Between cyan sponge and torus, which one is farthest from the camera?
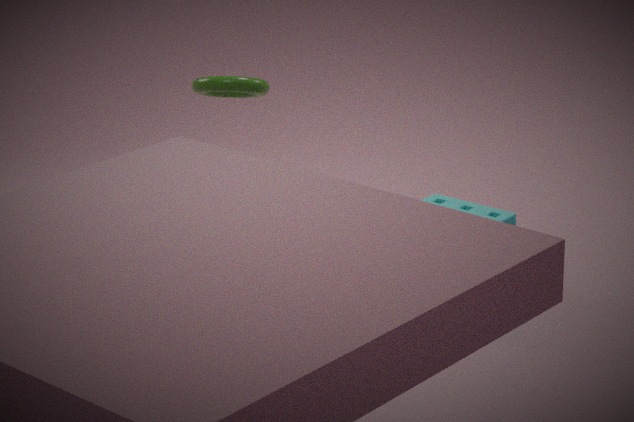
cyan sponge
